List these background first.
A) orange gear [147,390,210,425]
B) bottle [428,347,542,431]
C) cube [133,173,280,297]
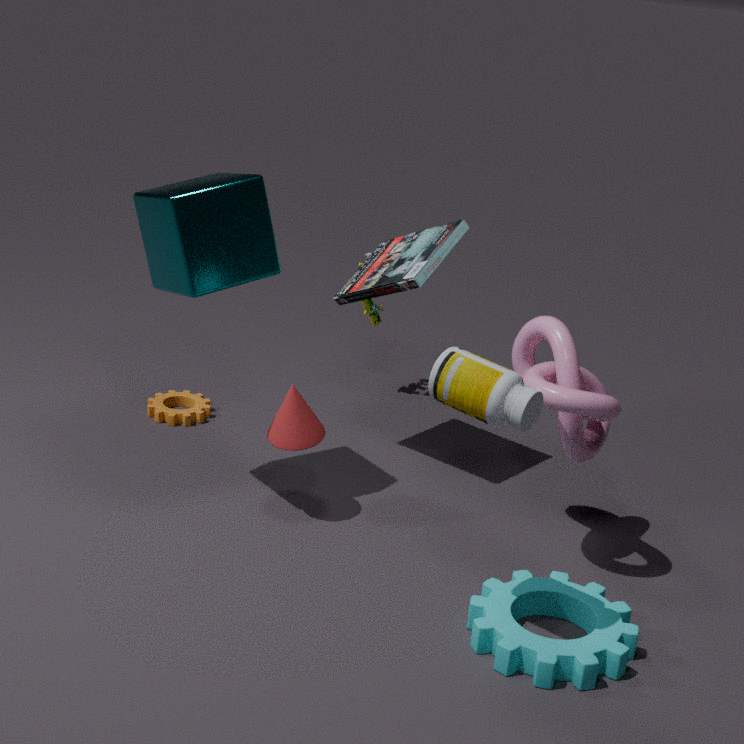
orange gear [147,390,210,425] → cube [133,173,280,297] → bottle [428,347,542,431]
